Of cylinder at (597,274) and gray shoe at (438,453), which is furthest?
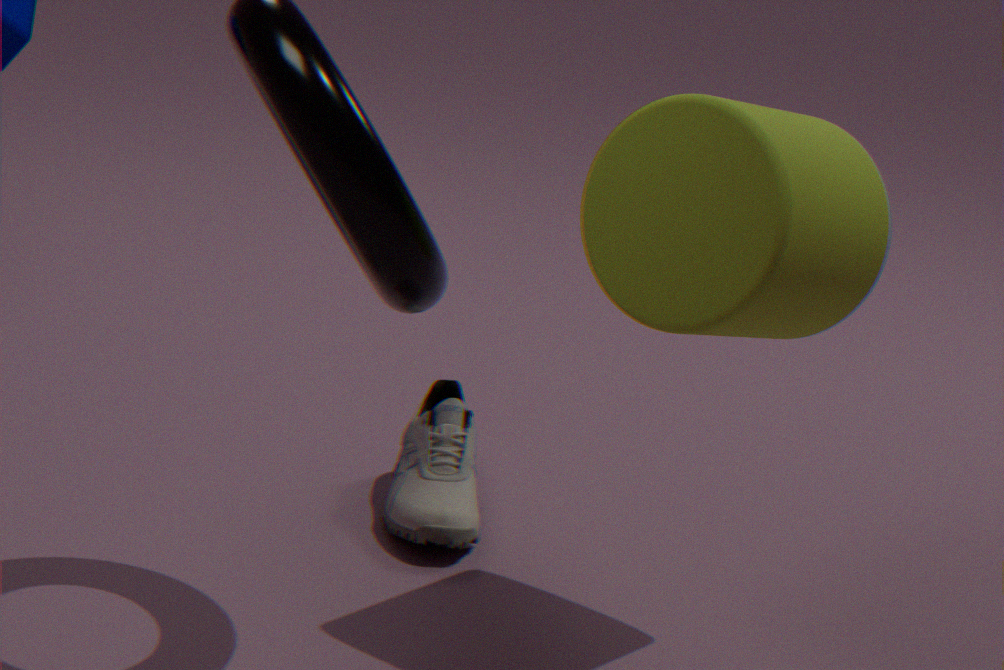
gray shoe at (438,453)
